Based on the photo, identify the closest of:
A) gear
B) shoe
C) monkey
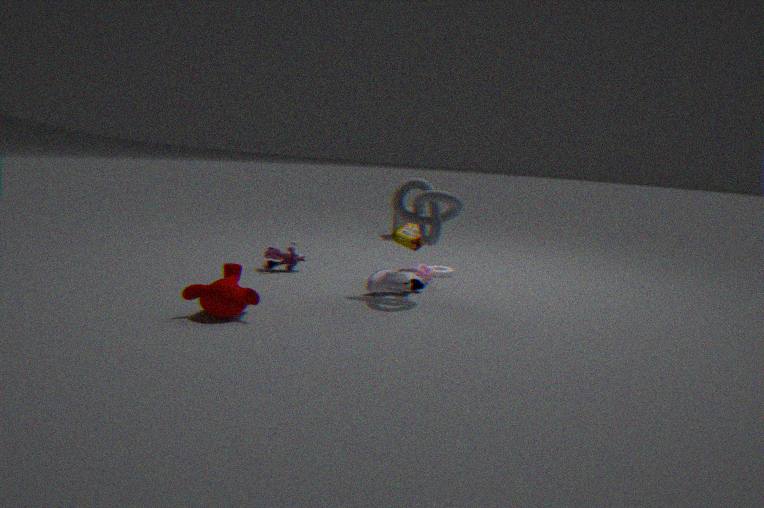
monkey
